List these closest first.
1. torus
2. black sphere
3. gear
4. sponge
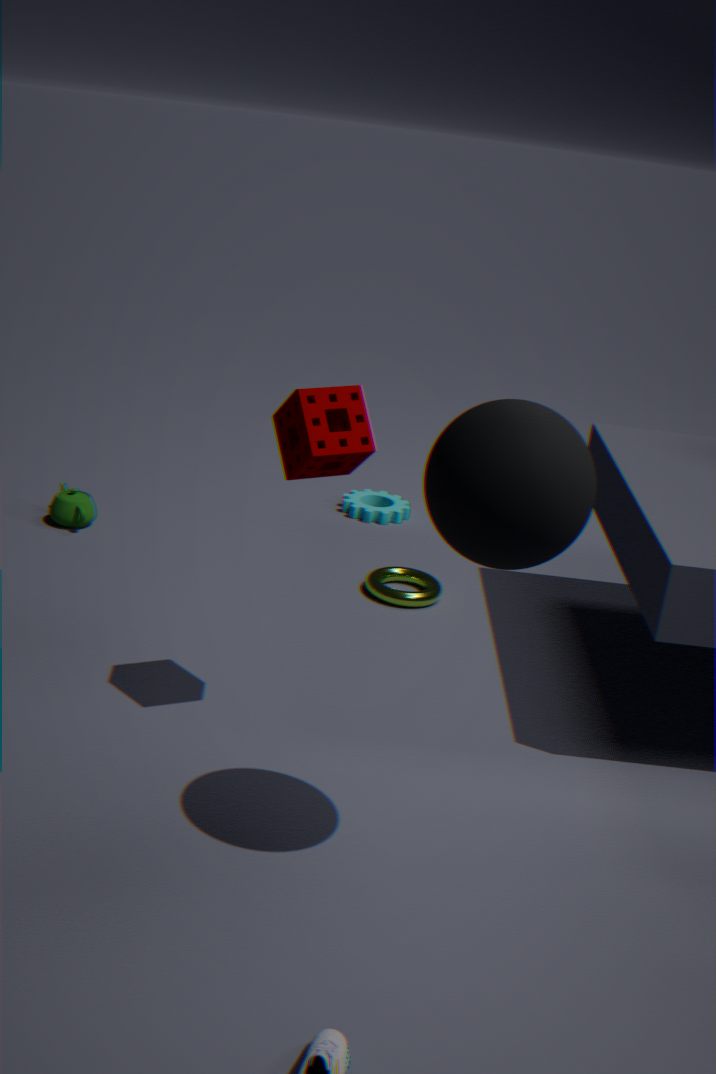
black sphere → sponge → torus → gear
